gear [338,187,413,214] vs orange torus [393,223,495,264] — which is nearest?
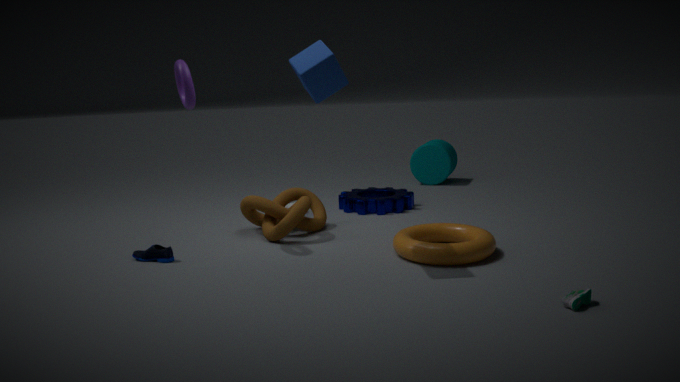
orange torus [393,223,495,264]
